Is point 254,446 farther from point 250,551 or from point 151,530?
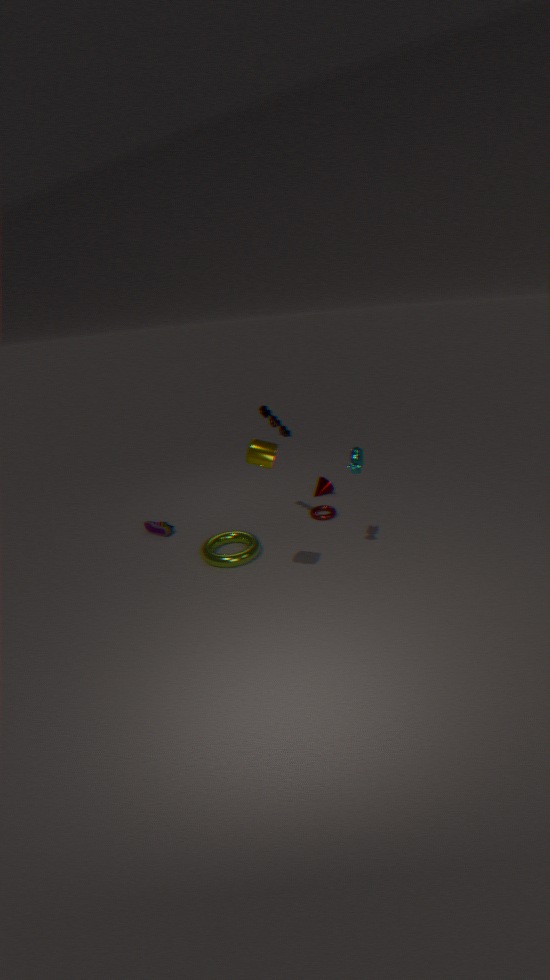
point 151,530
